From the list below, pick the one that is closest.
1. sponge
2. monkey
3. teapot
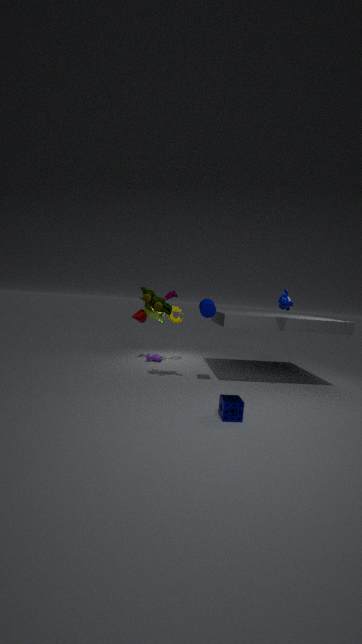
sponge
